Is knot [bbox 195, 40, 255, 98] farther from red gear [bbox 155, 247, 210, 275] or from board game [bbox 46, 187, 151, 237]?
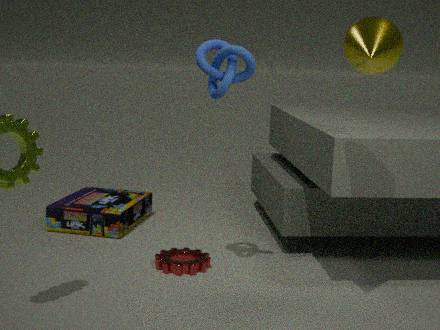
board game [bbox 46, 187, 151, 237]
